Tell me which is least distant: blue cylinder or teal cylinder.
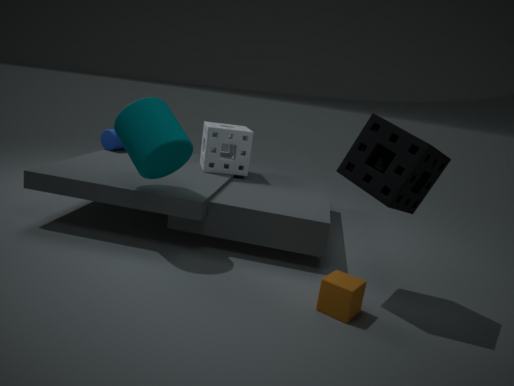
teal cylinder
